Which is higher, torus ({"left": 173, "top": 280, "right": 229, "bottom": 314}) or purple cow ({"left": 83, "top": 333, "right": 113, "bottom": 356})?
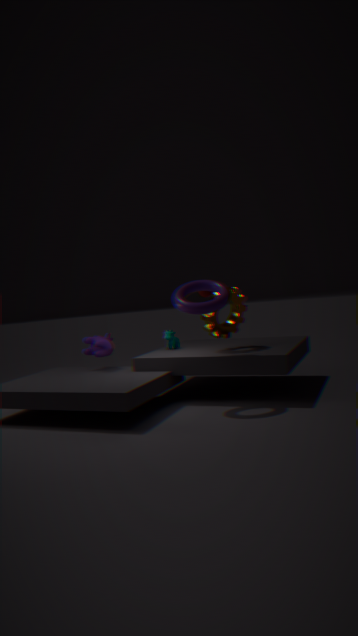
torus ({"left": 173, "top": 280, "right": 229, "bottom": 314})
